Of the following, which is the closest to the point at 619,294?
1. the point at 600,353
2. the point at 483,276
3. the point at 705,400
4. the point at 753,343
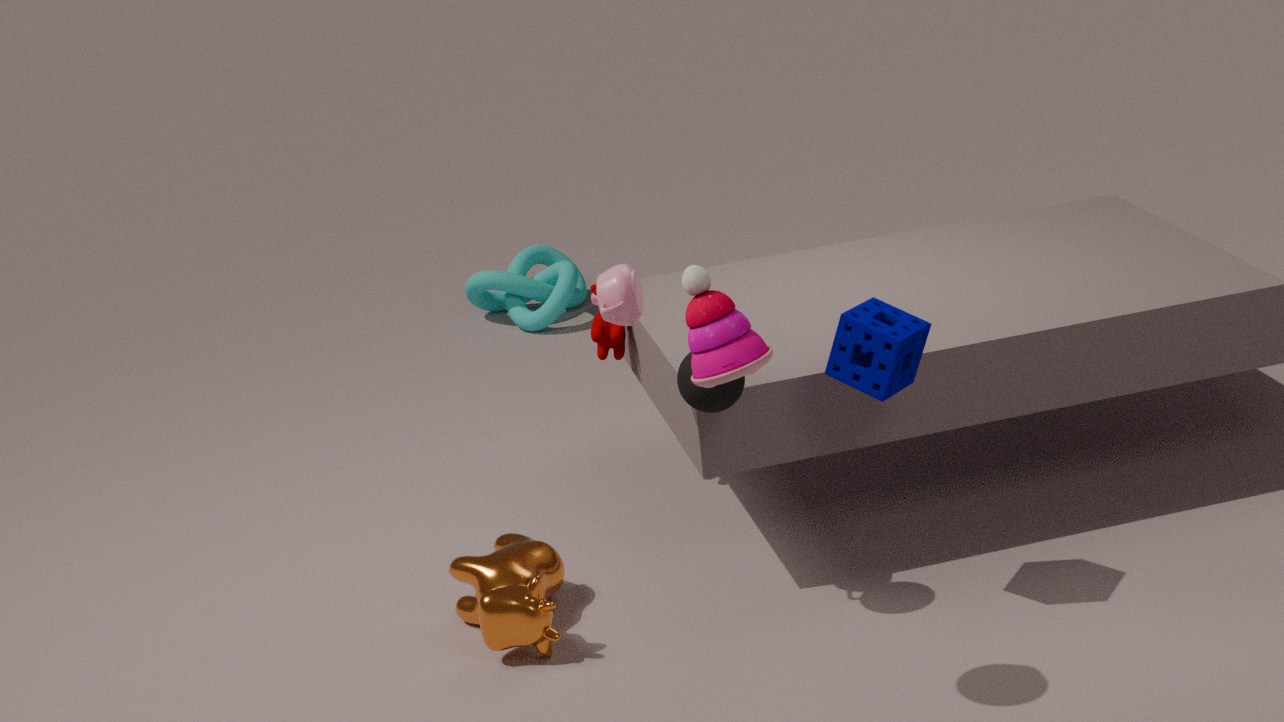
the point at 705,400
